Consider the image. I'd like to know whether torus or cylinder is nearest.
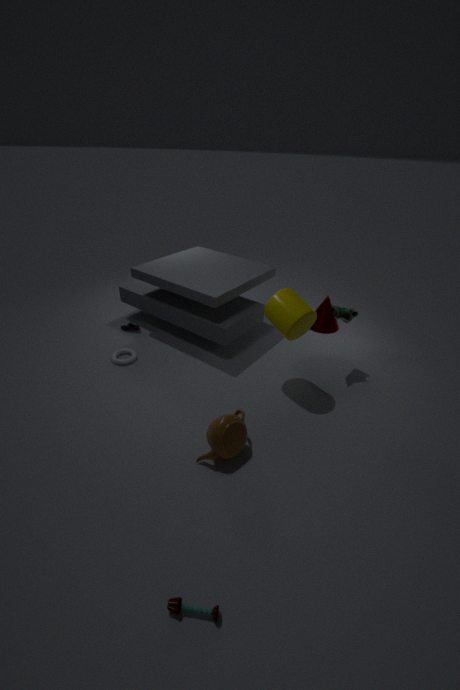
cylinder
